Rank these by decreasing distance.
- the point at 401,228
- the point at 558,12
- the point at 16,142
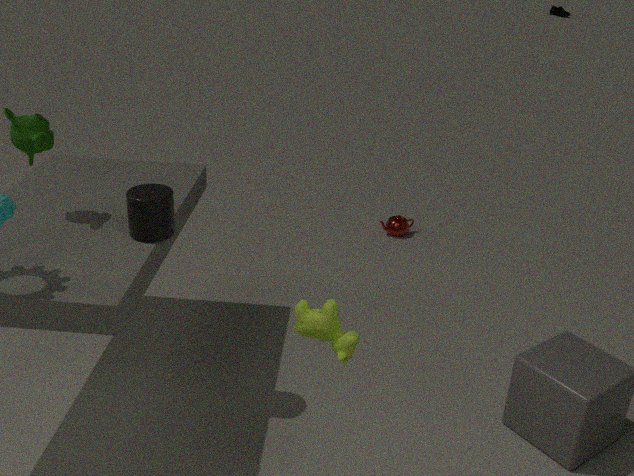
the point at 558,12
the point at 401,228
the point at 16,142
